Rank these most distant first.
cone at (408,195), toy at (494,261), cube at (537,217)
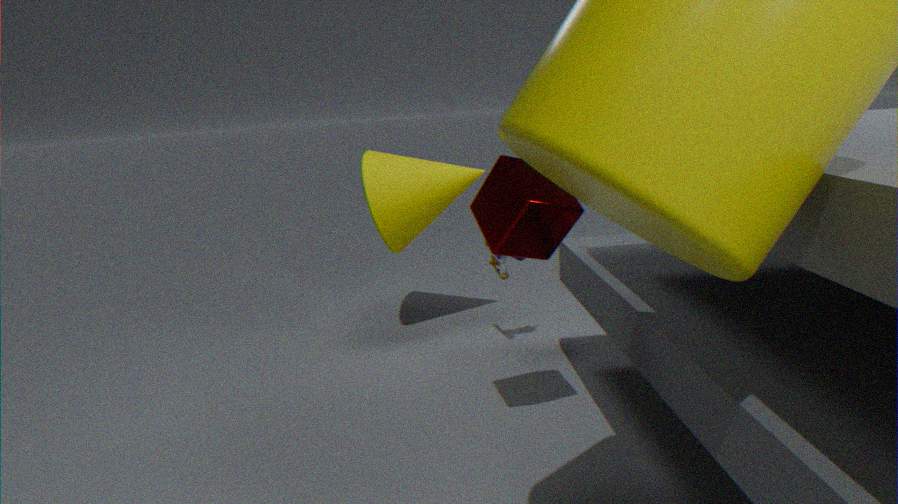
cone at (408,195) < toy at (494,261) < cube at (537,217)
